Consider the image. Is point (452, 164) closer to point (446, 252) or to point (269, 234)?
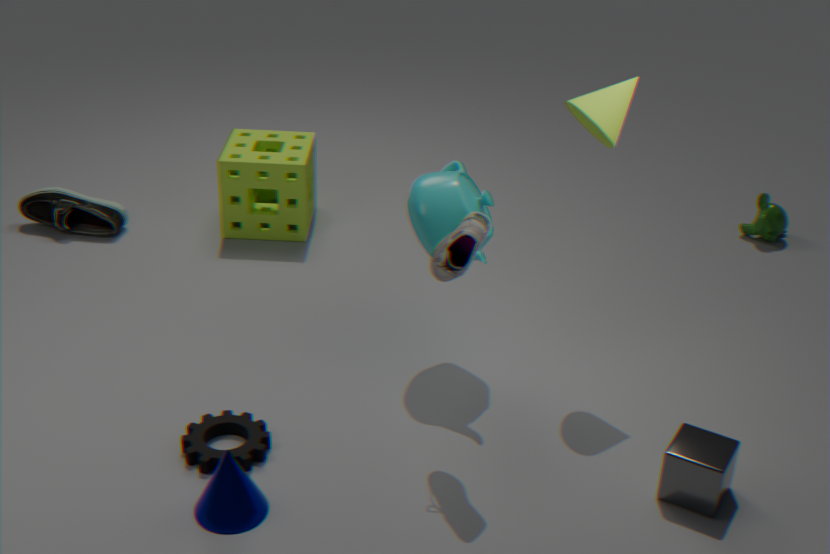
point (446, 252)
